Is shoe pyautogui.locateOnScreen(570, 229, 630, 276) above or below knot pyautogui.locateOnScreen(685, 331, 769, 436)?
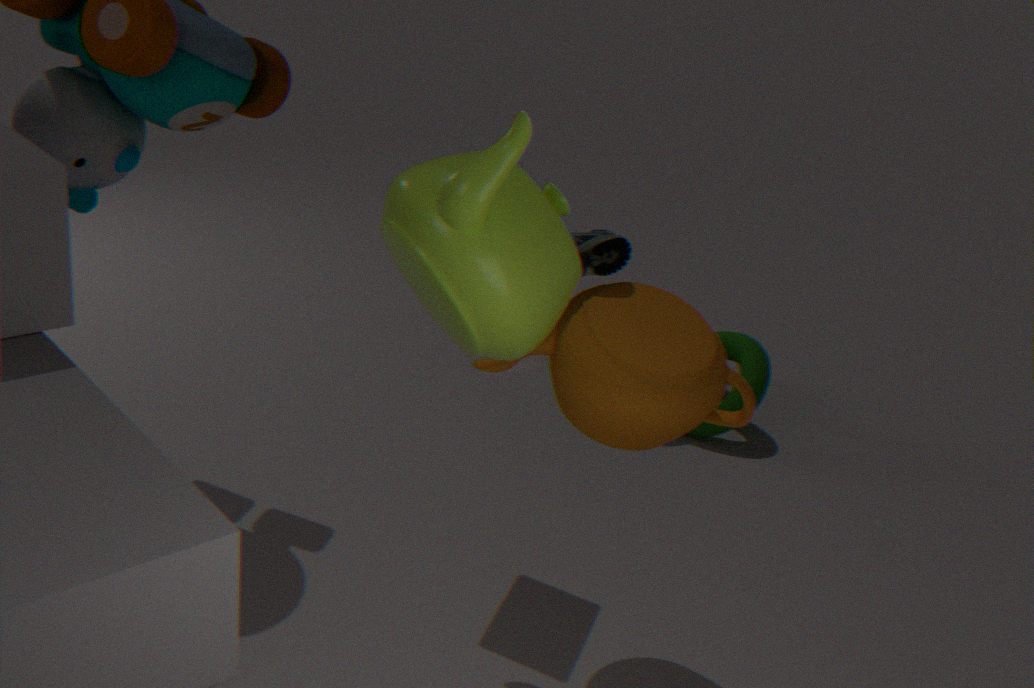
above
